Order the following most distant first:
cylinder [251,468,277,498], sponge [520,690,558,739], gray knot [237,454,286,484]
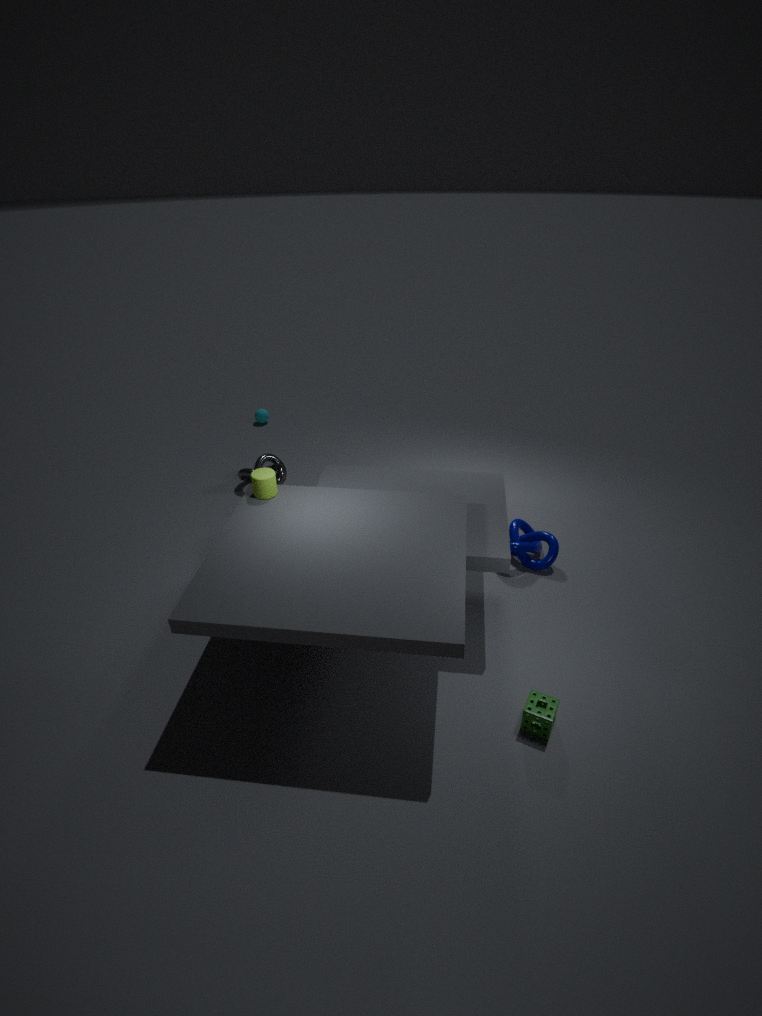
gray knot [237,454,286,484], cylinder [251,468,277,498], sponge [520,690,558,739]
